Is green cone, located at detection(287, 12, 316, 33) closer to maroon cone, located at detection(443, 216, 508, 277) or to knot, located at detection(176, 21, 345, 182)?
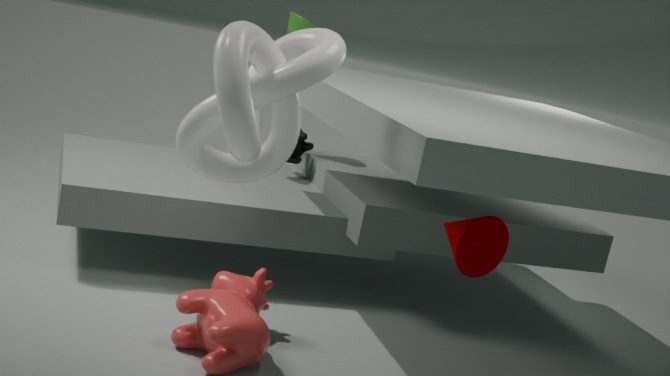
maroon cone, located at detection(443, 216, 508, 277)
